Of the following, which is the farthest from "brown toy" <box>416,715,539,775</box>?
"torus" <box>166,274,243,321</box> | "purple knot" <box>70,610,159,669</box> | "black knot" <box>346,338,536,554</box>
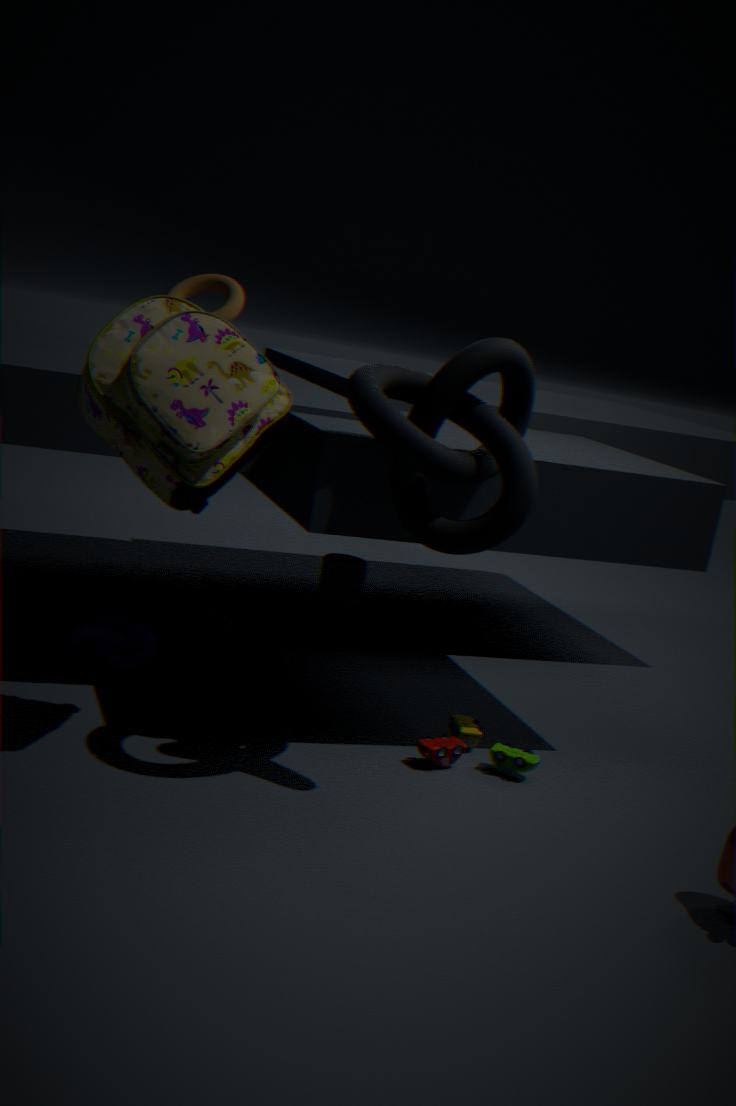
"torus" <box>166,274,243,321</box>
